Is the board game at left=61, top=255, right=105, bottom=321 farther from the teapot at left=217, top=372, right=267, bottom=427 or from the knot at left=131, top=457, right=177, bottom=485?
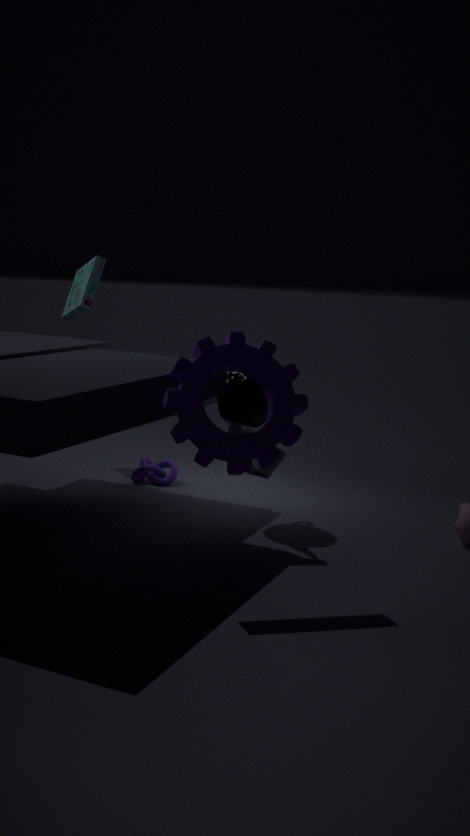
the teapot at left=217, top=372, right=267, bottom=427
